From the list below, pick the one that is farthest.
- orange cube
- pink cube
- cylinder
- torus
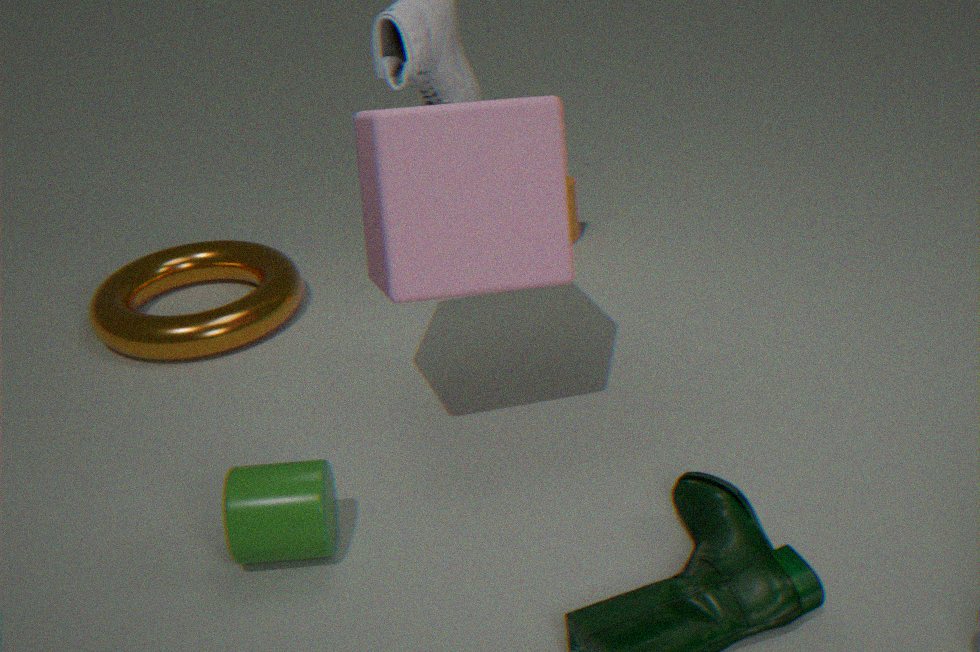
orange cube
